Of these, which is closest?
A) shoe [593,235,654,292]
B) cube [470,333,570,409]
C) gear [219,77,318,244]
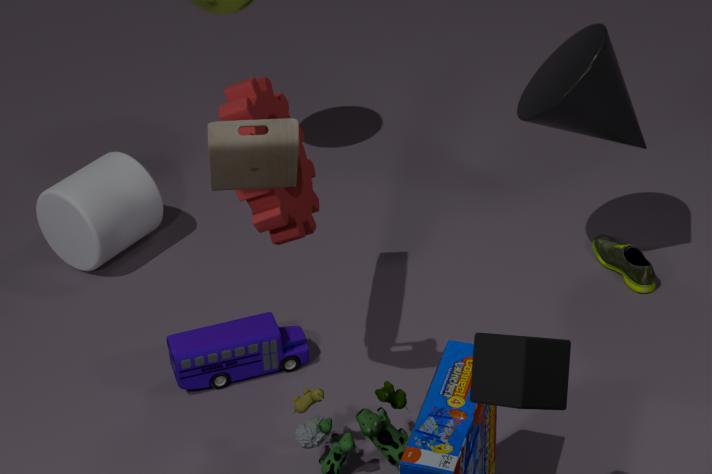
cube [470,333,570,409]
